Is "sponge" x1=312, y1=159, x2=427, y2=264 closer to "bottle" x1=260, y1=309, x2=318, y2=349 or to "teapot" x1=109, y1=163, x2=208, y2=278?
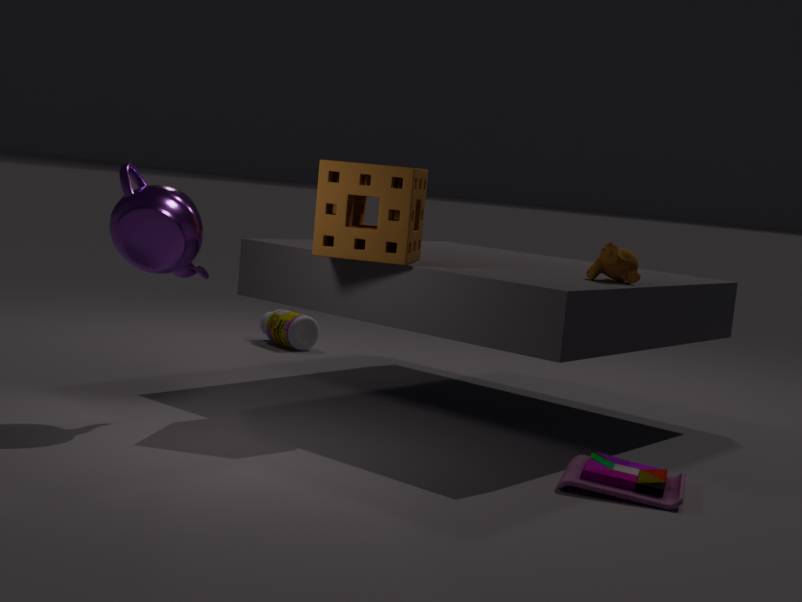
"teapot" x1=109, y1=163, x2=208, y2=278
